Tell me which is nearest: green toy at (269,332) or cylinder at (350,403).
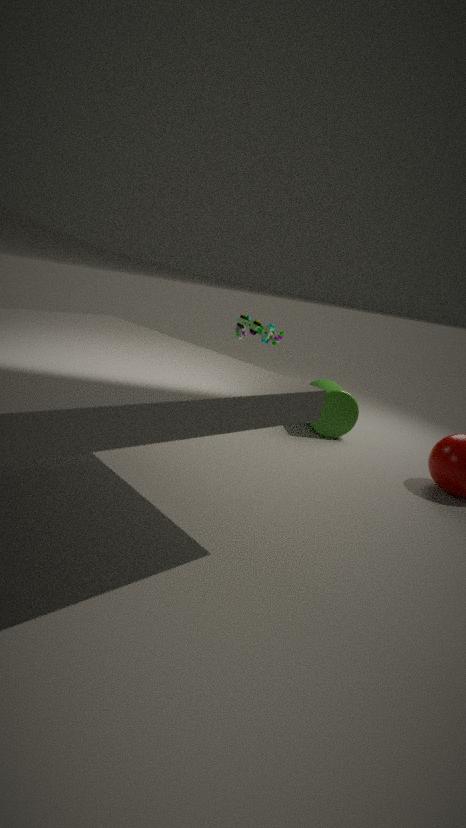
cylinder at (350,403)
